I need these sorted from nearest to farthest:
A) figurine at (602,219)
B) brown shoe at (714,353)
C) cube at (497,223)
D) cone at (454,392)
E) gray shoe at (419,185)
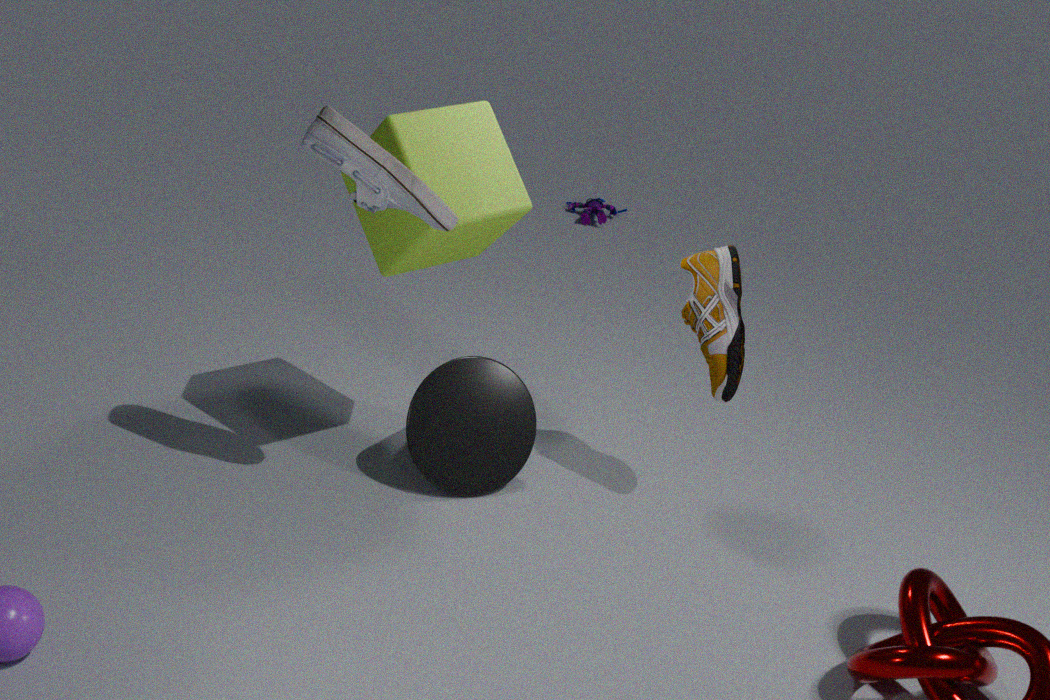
1. gray shoe at (419,185)
2. cube at (497,223)
3. brown shoe at (714,353)
4. cone at (454,392)
5. figurine at (602,219)
